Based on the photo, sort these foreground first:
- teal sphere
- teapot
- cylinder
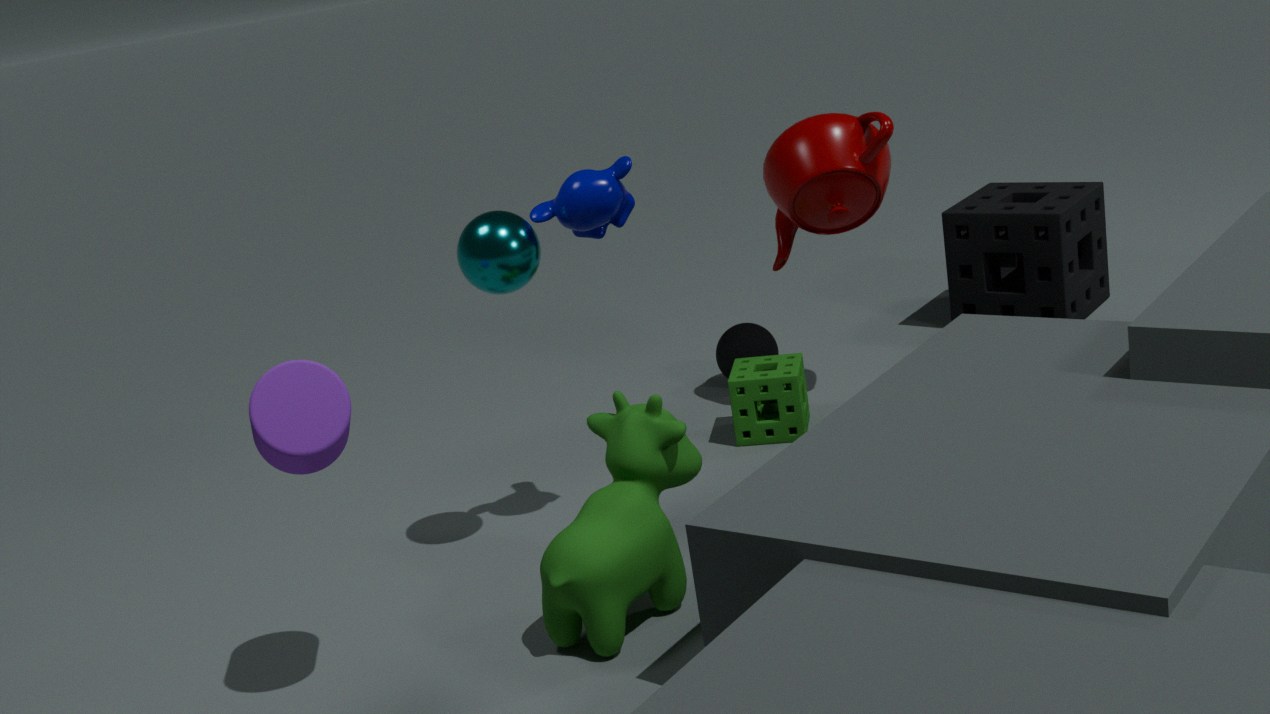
cylinder < teal sphere < teapot
